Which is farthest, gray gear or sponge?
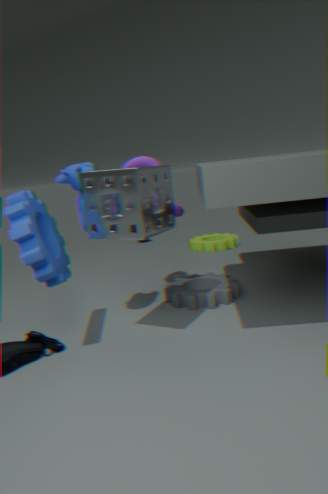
gray gear
